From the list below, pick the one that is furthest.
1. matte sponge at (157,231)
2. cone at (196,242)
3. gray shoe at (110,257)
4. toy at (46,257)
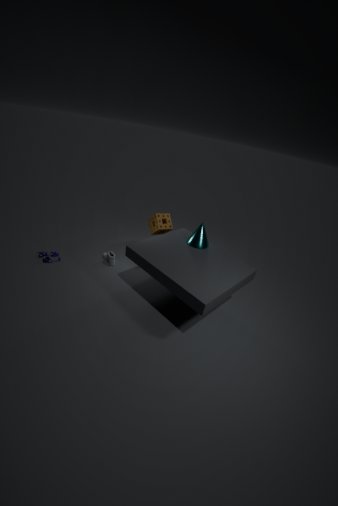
matte sponge at (157,231)
